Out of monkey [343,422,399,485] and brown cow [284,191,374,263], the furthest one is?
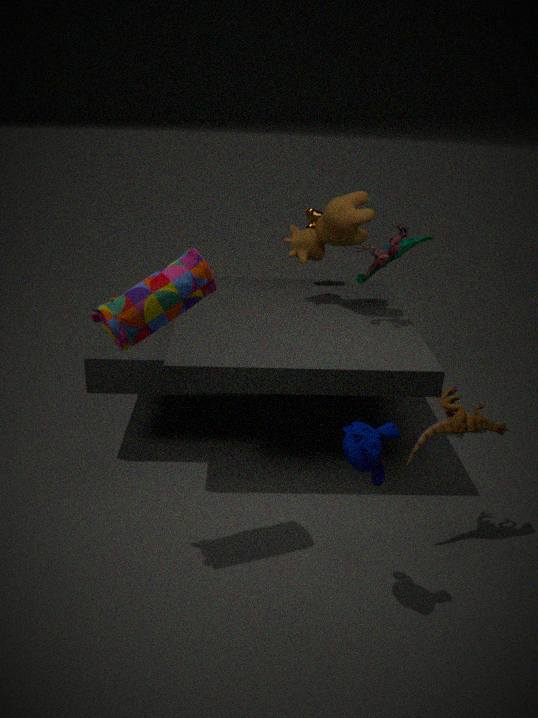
brown cow [284,191,374,263]
